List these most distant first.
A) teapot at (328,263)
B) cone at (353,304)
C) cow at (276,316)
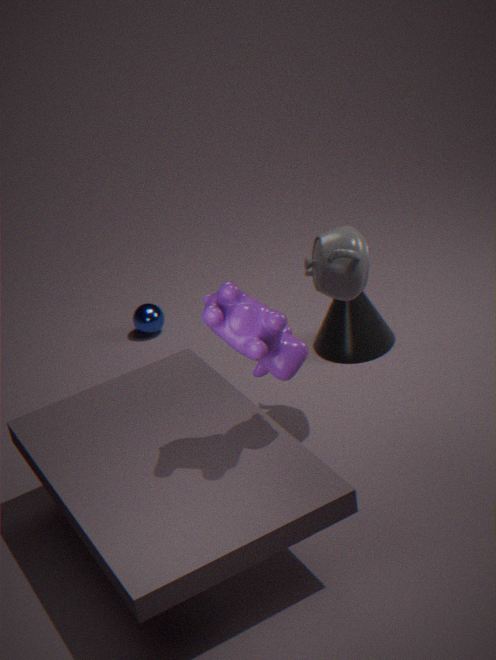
cone at (353,304) → teapot at (328,263) → cow at (276,316)
